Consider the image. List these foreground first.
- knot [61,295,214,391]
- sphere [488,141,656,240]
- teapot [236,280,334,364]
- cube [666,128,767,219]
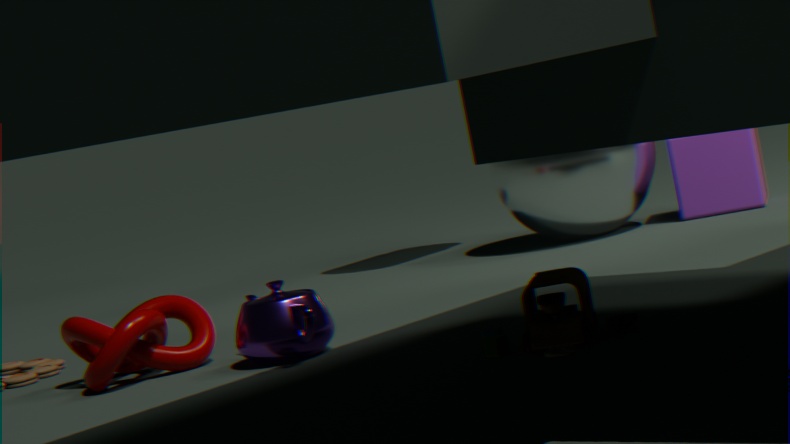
teapot [236,280,334,364] < knot [61,295,214,391] < sphere [488,141,656,240] < cube [666,128,767,219]
